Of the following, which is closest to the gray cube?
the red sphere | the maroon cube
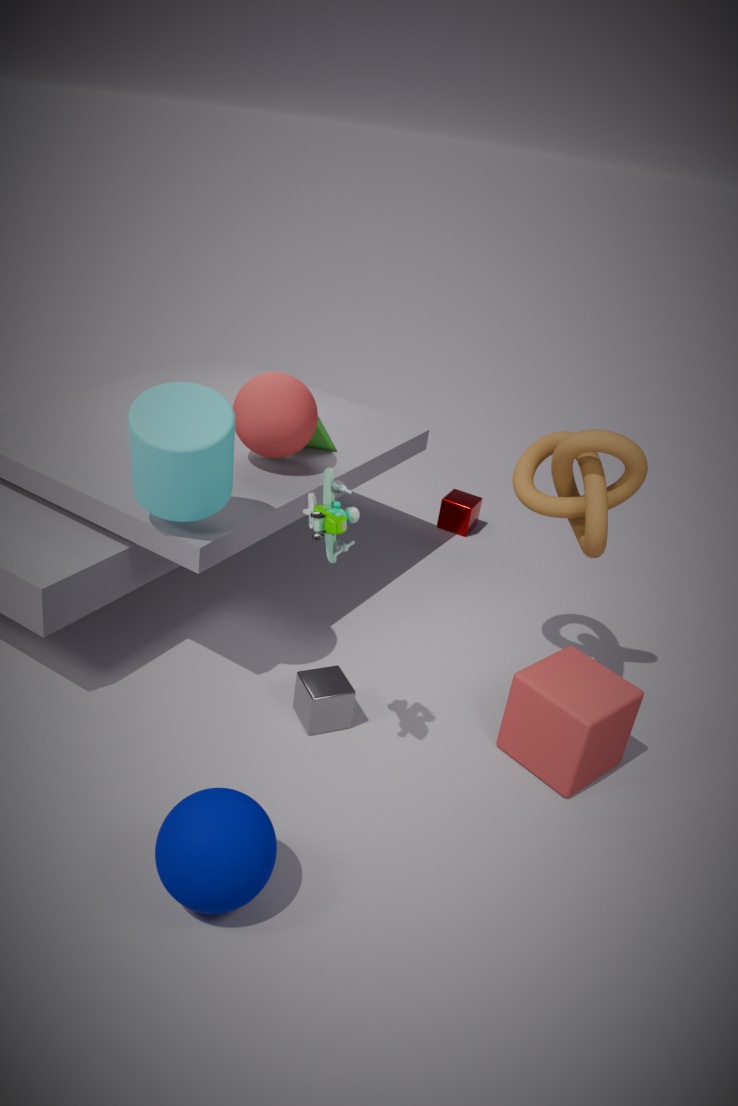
the red sphere
